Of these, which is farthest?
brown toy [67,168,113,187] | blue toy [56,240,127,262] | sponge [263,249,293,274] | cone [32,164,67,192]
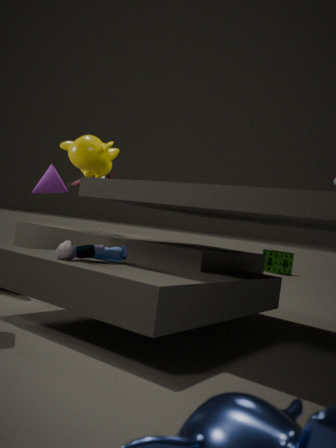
sponge [263,249,293,274]
